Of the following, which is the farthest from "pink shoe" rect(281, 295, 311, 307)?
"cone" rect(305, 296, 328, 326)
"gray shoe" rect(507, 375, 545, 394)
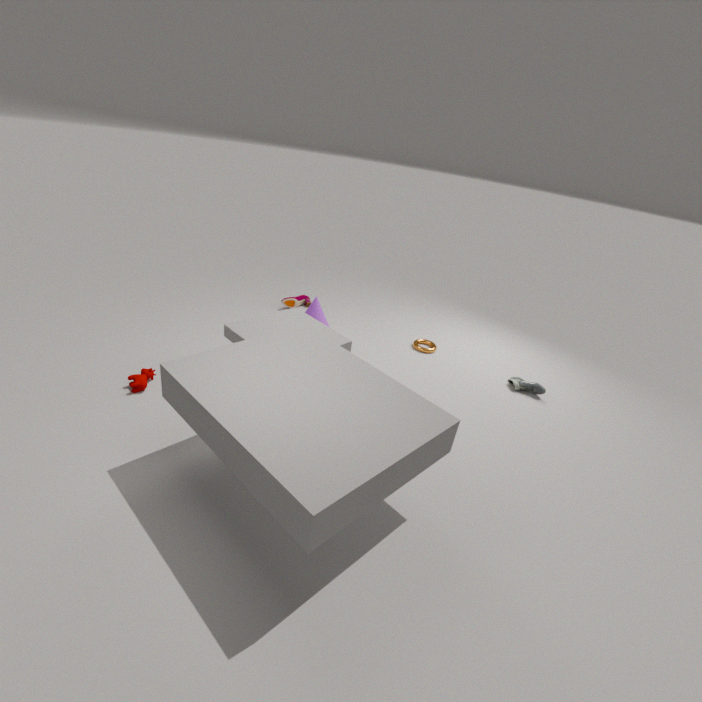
"gray shoe" rect(507, 375, 545, 394)
